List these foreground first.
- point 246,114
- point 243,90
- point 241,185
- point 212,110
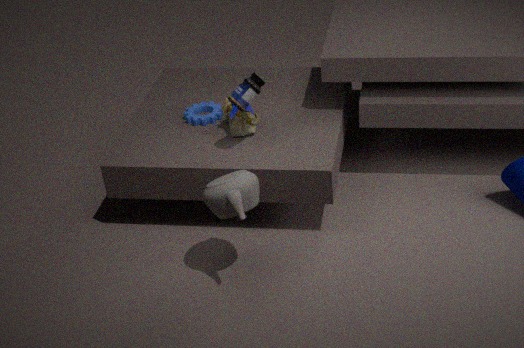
1. point 241,185
2. point 243,90
3. point 246,114
4. point 212,110
